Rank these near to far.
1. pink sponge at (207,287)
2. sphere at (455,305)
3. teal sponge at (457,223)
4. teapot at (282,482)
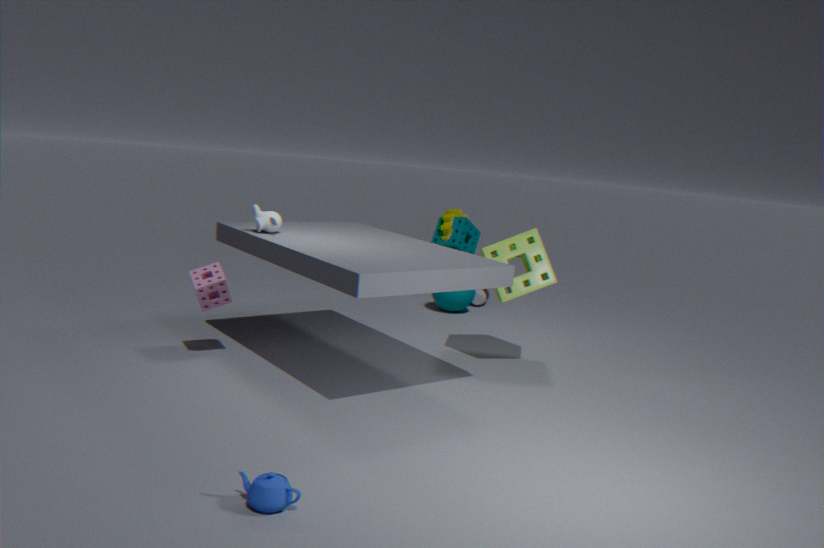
teapot at (282,482), pink sponge at (207,287), sphere at (455,305), teal sponge at (457,223)
